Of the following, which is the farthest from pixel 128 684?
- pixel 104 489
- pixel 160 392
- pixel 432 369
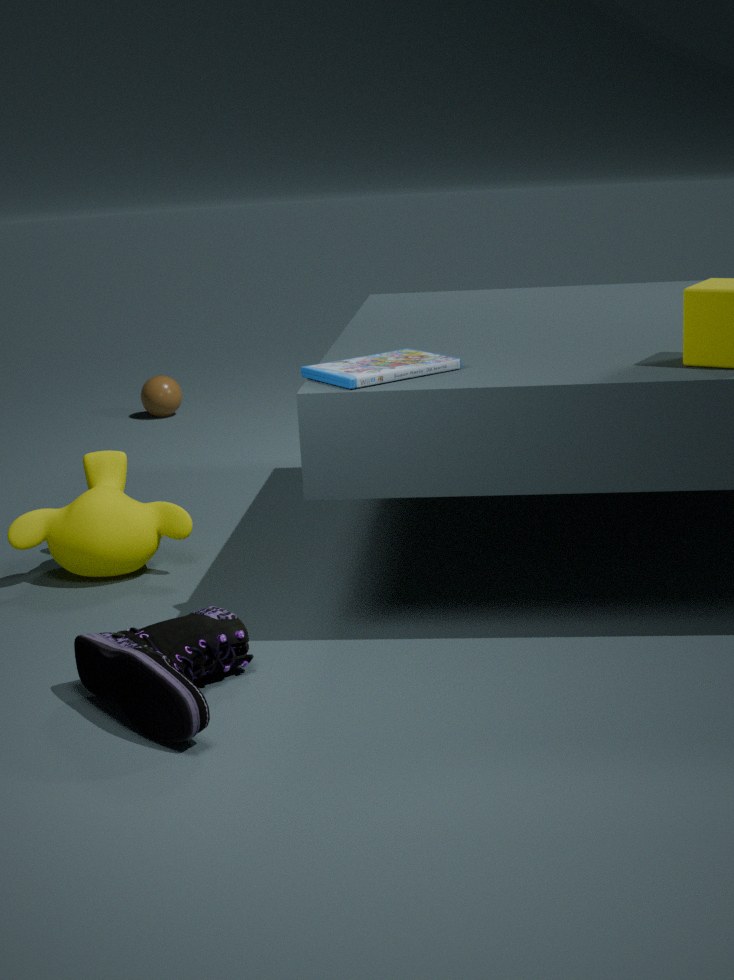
pixel 160 392
